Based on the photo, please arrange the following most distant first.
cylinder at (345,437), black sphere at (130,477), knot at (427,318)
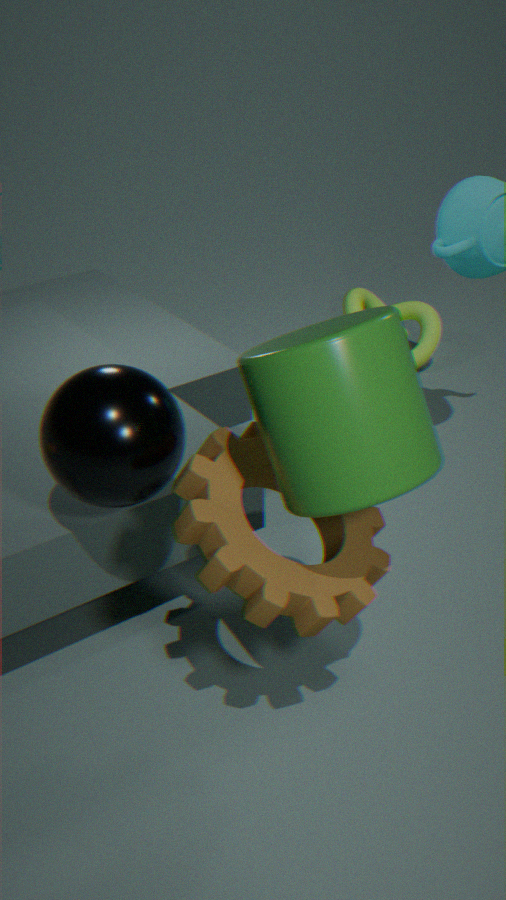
knot at (427,318) < black sphere at (130,477) < cylinder at (345,437)
